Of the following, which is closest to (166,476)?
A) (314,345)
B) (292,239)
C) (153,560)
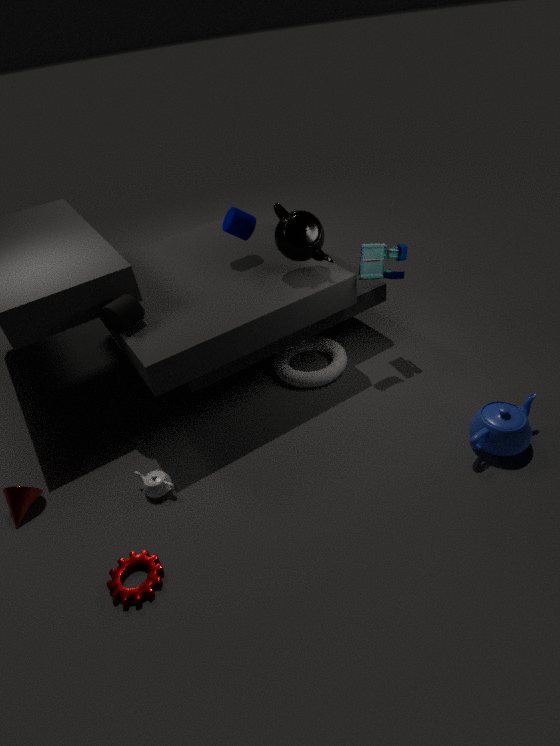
(153,560)
